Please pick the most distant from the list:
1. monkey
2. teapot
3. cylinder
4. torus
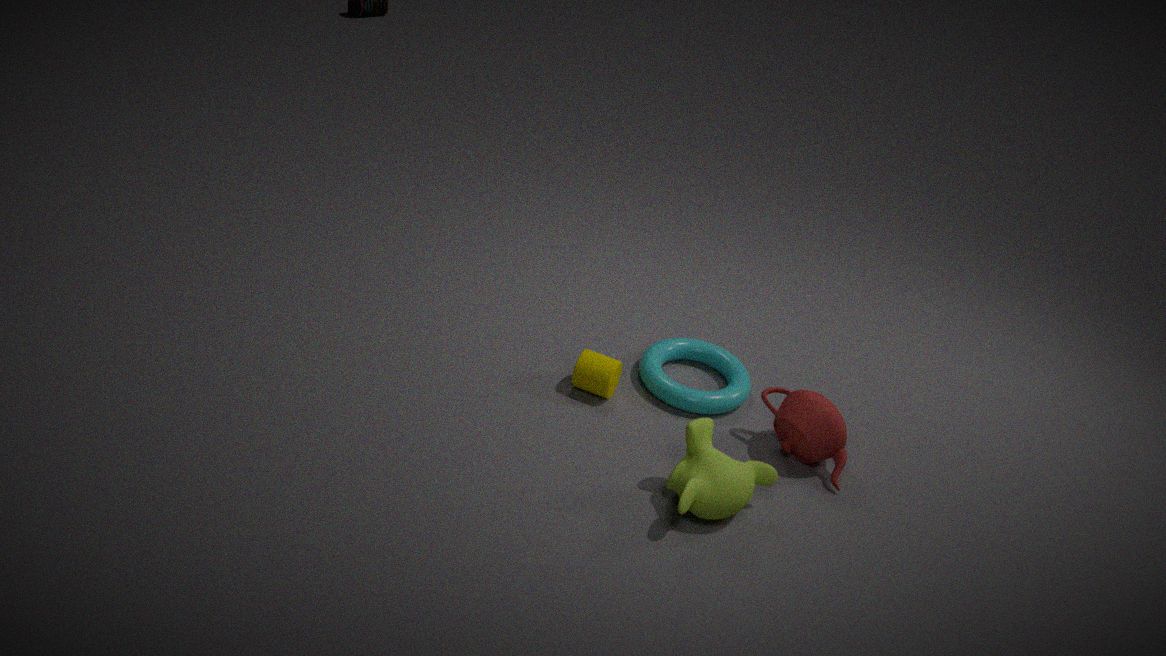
torus
